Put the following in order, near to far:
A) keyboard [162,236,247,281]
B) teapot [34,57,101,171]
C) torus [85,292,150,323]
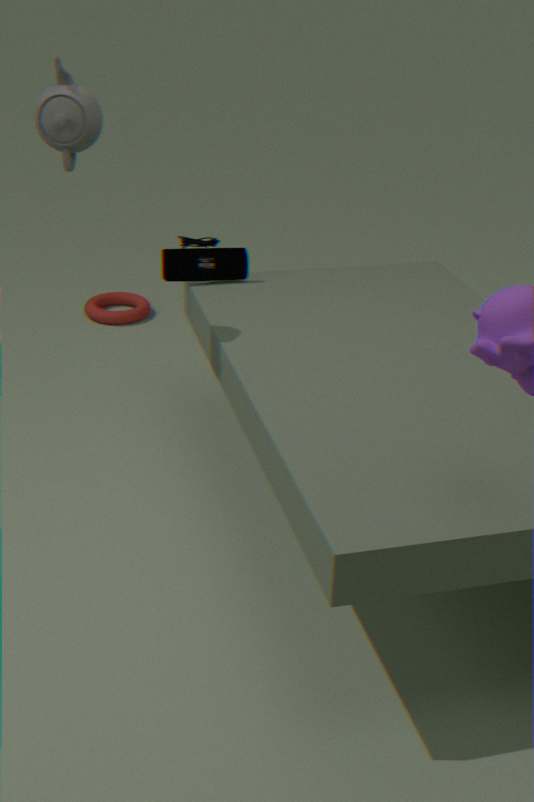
teapot [34,57,101,171] → keyboard [162,236,247,281] → torus [85,292,150,323]
